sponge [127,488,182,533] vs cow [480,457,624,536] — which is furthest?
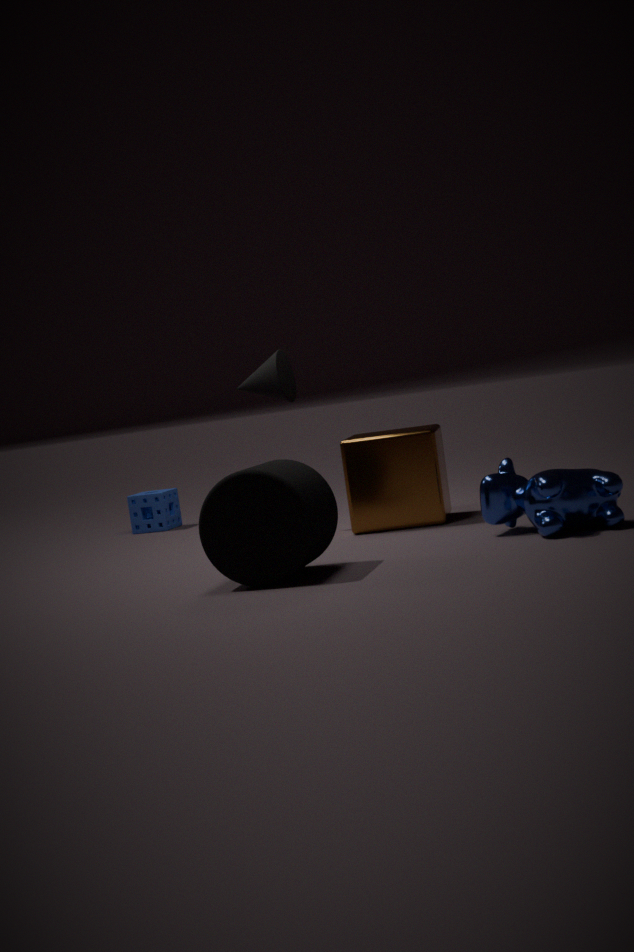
sponge [127,488,182,533]
